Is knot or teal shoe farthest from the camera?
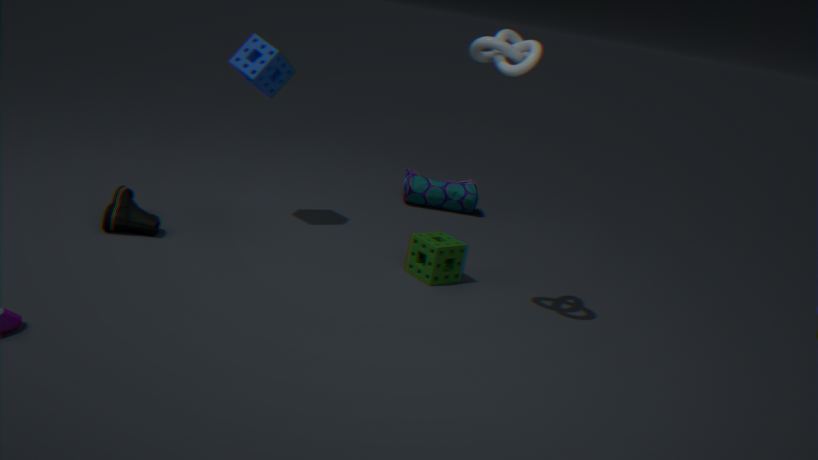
teal shoe
